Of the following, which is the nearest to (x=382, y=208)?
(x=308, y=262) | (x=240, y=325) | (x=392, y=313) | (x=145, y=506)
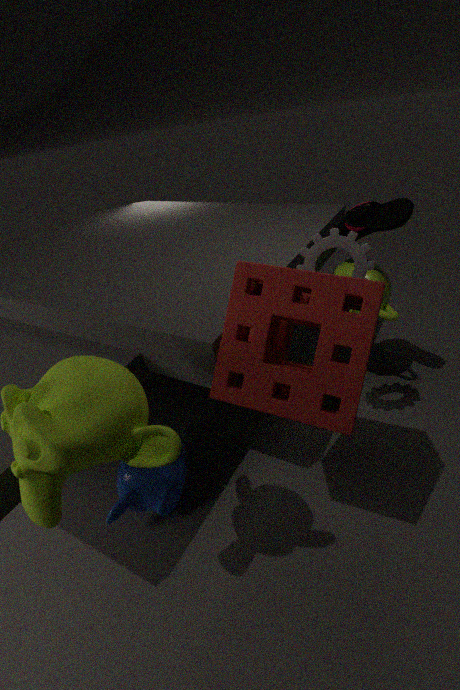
(x=392, y=313)
